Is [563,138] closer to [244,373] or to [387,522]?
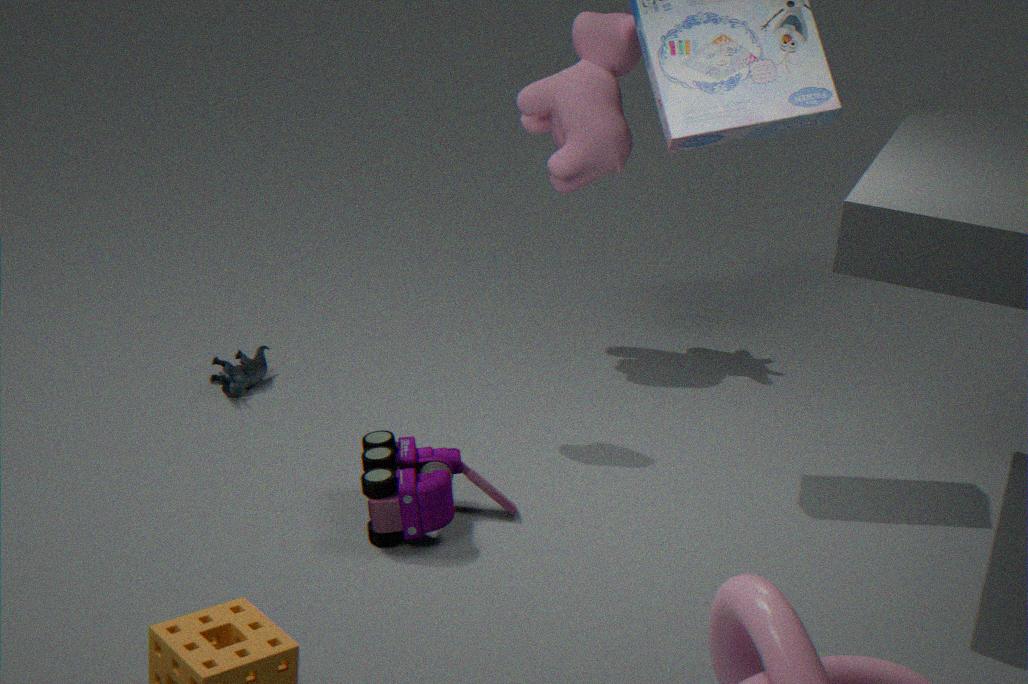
[244,373]
